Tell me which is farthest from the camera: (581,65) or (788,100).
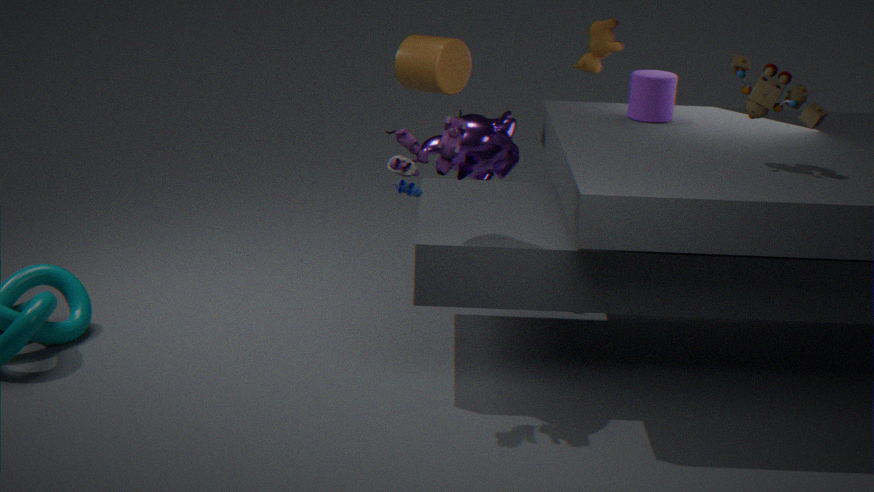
(581,65)
